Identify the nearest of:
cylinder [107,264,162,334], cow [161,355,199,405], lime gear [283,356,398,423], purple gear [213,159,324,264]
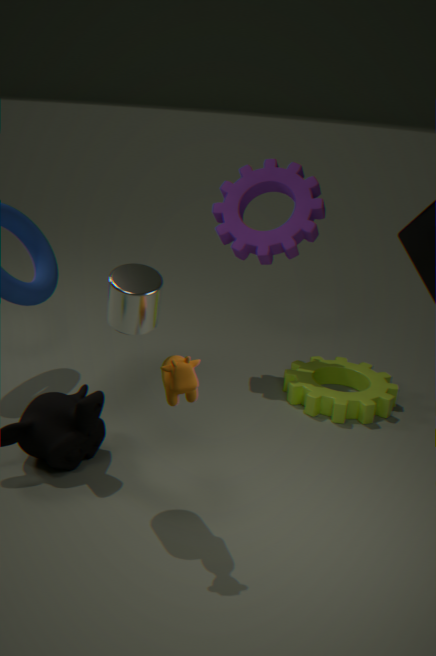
cow [161,355,199,405]
